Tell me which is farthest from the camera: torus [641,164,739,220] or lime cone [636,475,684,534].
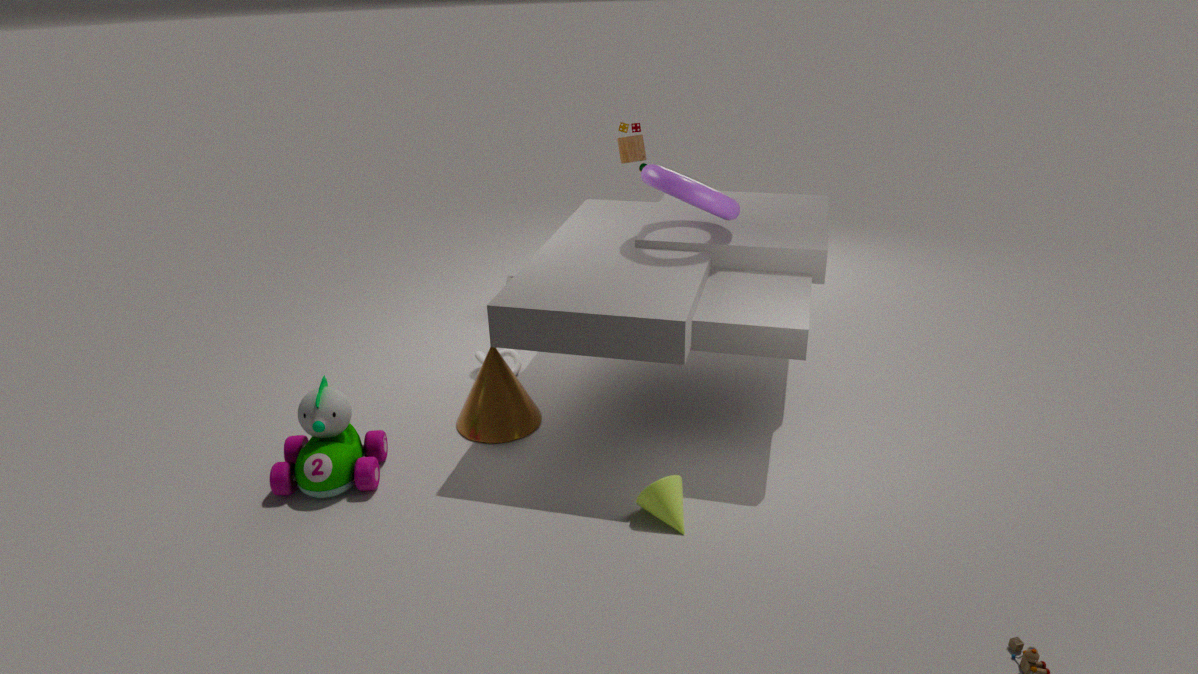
torus [641,164,739,220]
